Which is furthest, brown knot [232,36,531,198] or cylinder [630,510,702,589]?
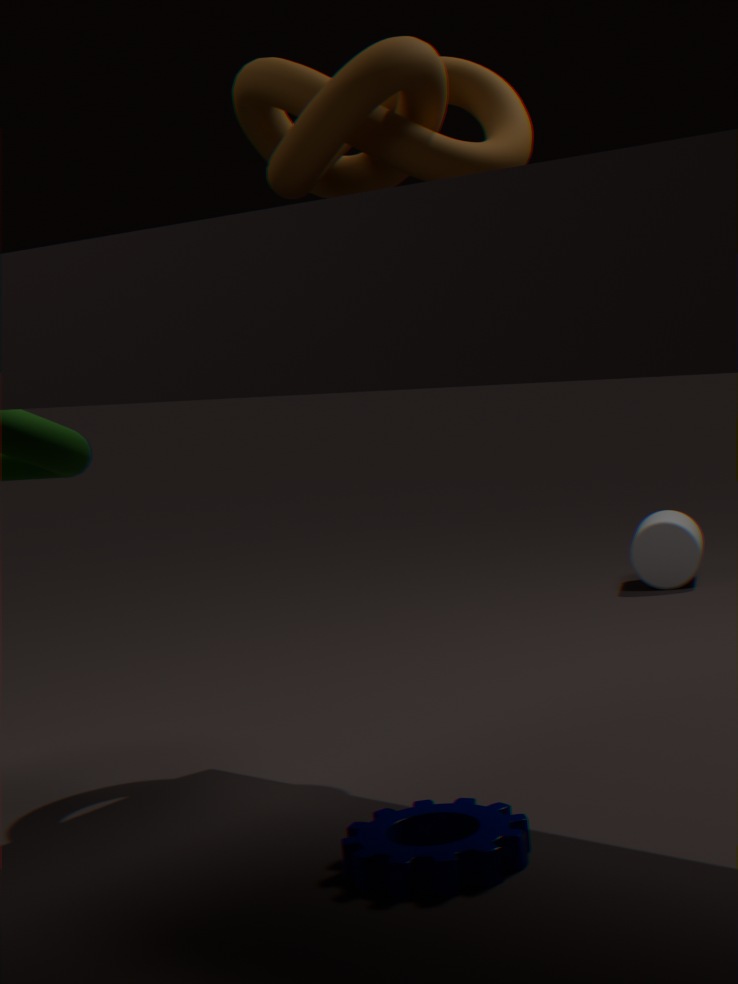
cylinder [630,510,702,589]
